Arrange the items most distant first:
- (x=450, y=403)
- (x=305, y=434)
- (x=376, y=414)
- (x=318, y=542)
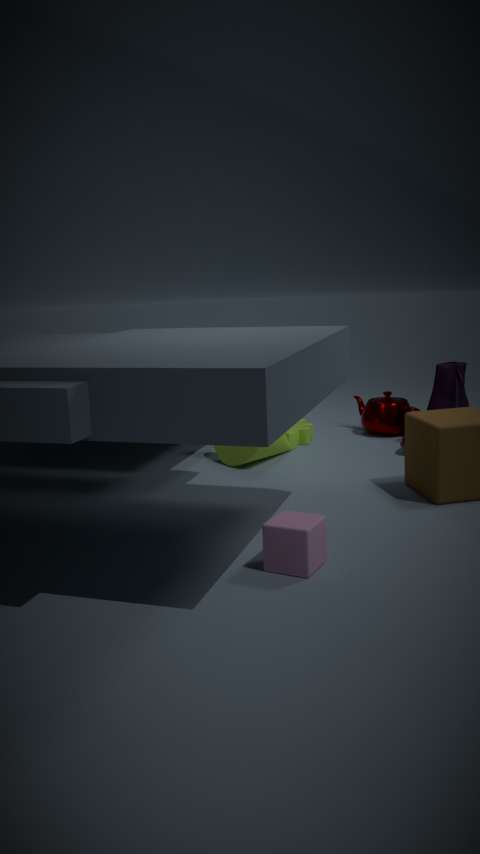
(x=376, y=414) < (x=305, y=434) < (x=450, y=403) < (x=318, y=542)
